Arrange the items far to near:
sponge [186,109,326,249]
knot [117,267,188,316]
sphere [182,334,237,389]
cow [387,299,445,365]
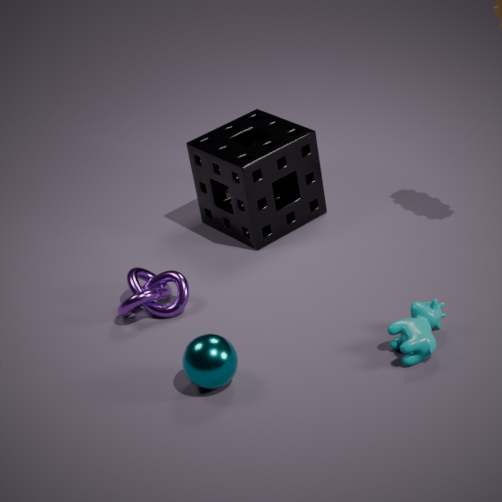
sponge [186,109,326,249] < knot [117,267,188,316] < cow [387,299,445,365] < sphere [182,334,237,389]
